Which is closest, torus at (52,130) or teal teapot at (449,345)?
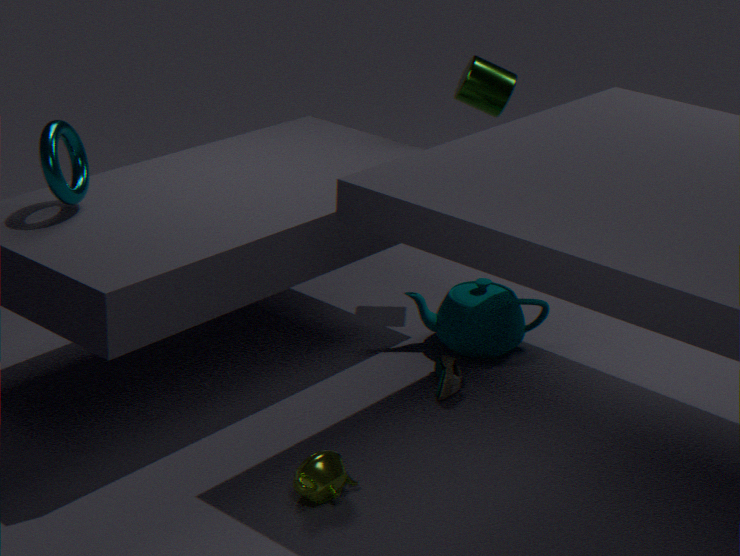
torus at (52,130)
